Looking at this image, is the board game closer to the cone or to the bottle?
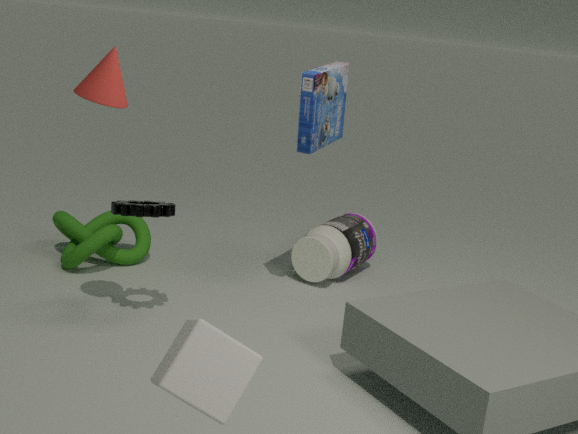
the bottle
